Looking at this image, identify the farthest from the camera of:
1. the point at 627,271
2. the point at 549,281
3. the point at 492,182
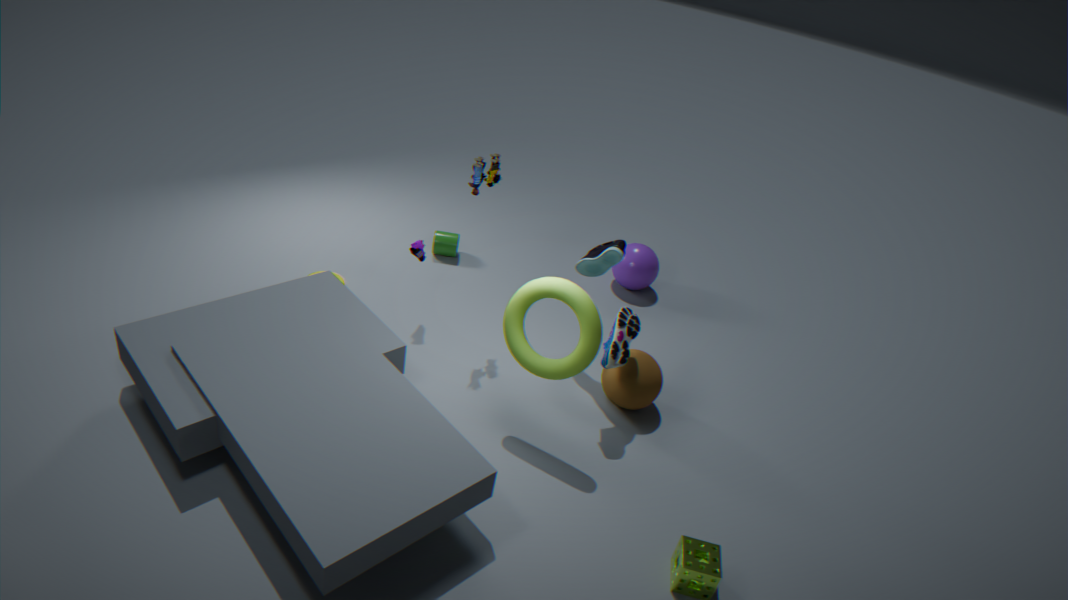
the point at 627,271
